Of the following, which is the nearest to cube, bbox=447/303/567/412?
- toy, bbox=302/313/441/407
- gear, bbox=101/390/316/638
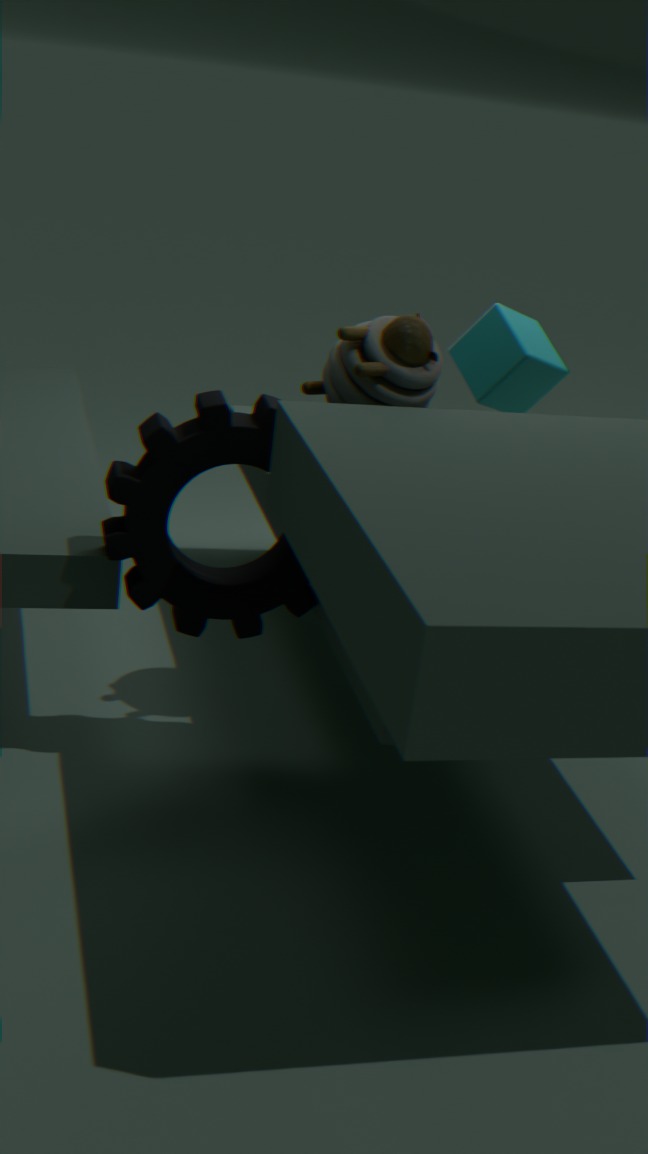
toy, bbox=302/313/441/407
